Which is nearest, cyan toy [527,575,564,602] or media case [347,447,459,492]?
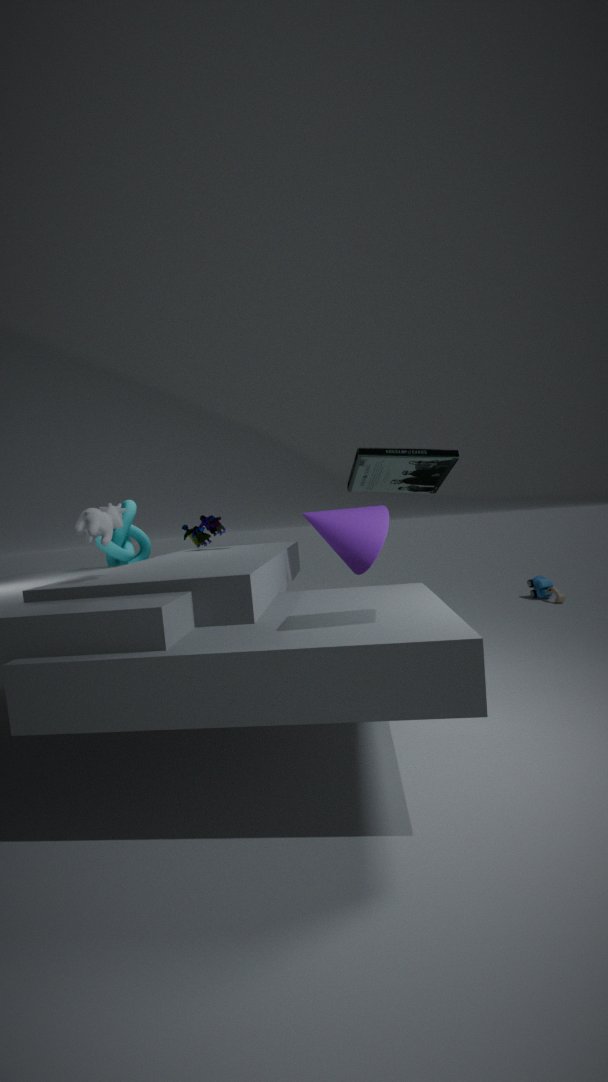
media case [347,447,459,492]
